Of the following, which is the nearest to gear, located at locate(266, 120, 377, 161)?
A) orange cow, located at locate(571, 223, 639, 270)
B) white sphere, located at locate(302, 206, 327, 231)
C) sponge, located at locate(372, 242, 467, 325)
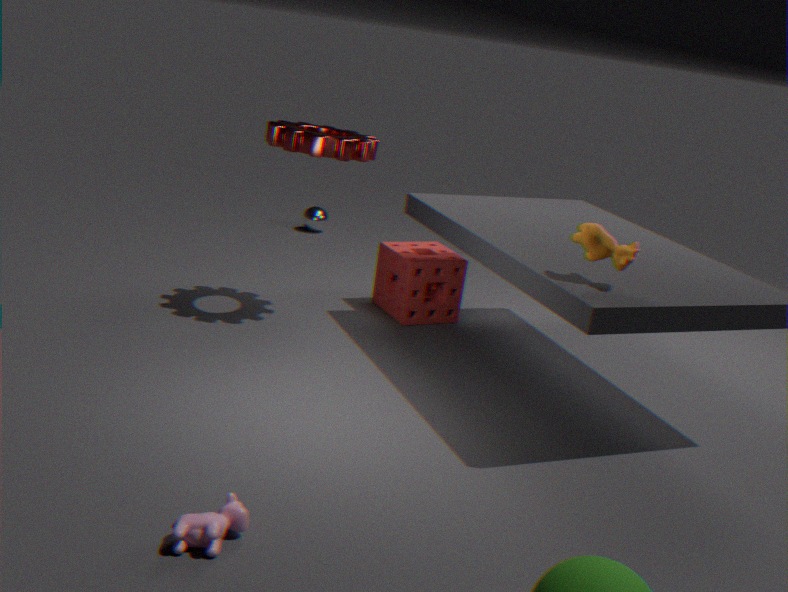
sponge, located at locate(372, 242, 467, 325)
